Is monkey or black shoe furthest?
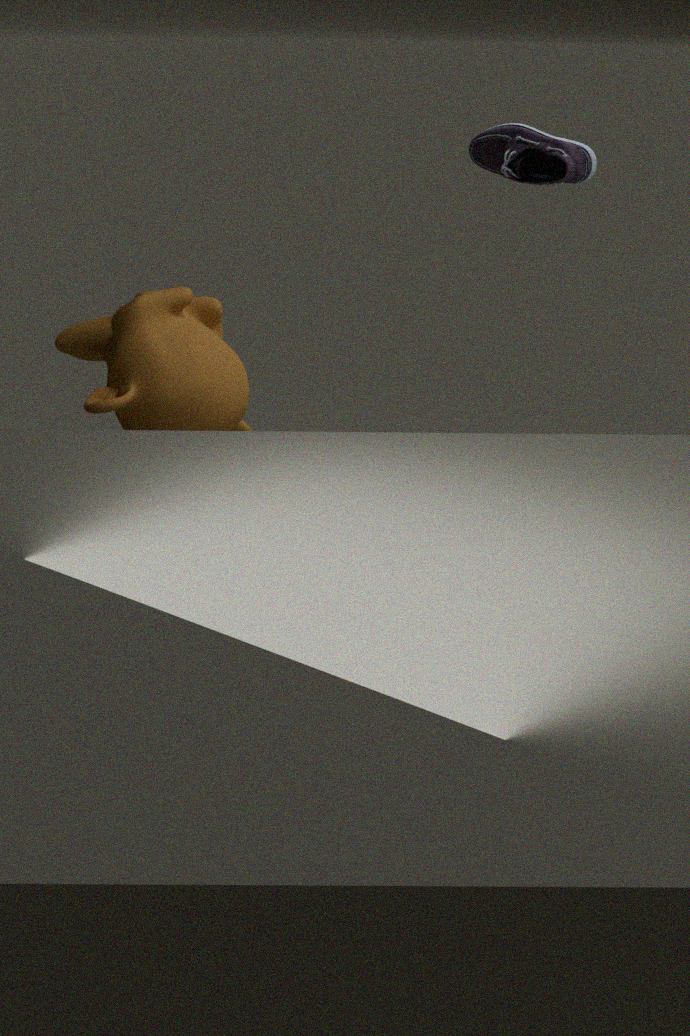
monkey
